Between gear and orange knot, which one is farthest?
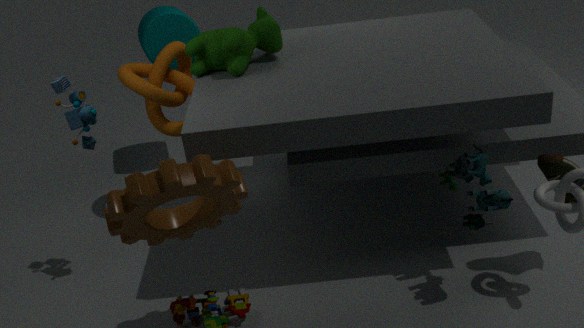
orange knot
